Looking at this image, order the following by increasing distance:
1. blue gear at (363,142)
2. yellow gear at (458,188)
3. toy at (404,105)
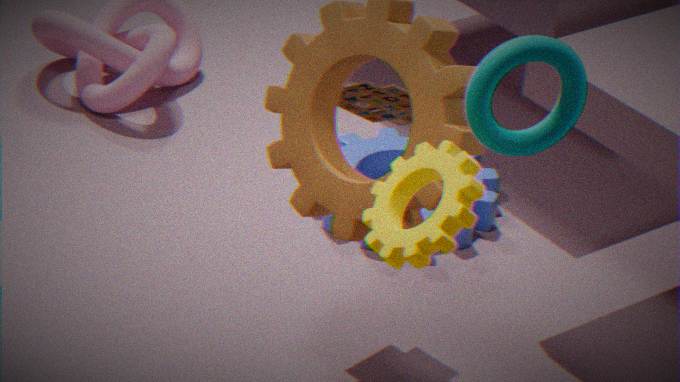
yellow gear at (458,188), toy at (404,105), blue gear at (363,142)
